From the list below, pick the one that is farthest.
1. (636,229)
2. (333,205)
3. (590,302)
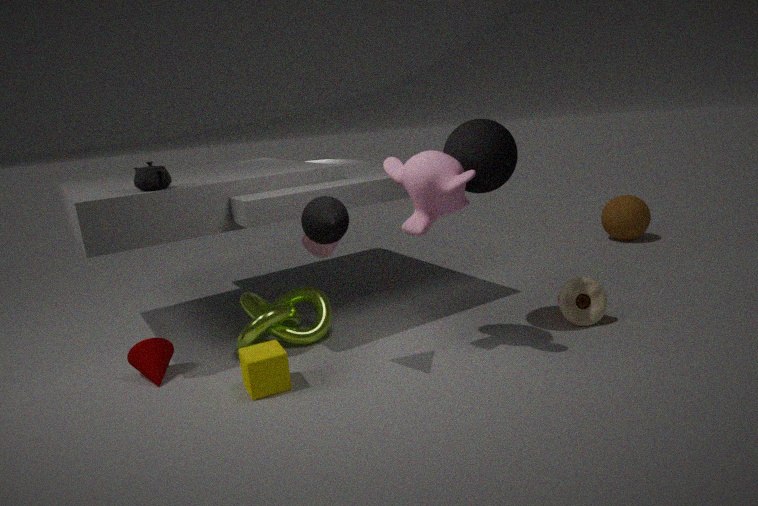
(636,229)
